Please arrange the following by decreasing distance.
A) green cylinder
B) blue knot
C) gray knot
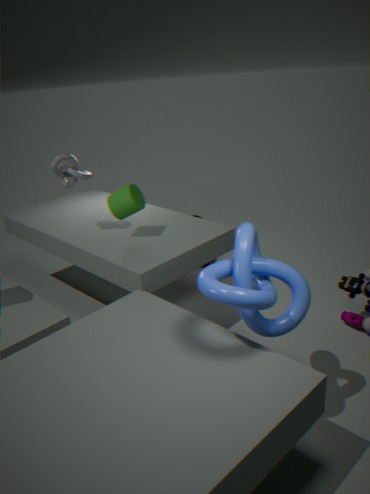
gray knot → green cylinder → blue knot
